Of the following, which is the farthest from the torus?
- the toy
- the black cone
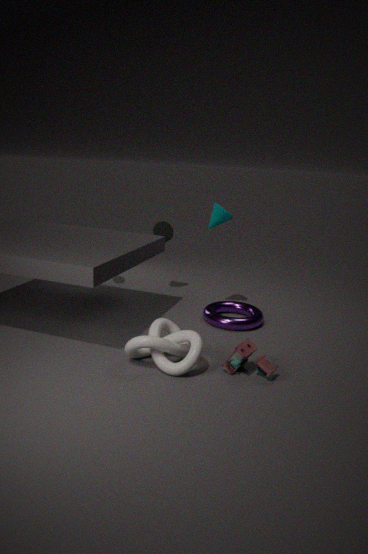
the black cone
